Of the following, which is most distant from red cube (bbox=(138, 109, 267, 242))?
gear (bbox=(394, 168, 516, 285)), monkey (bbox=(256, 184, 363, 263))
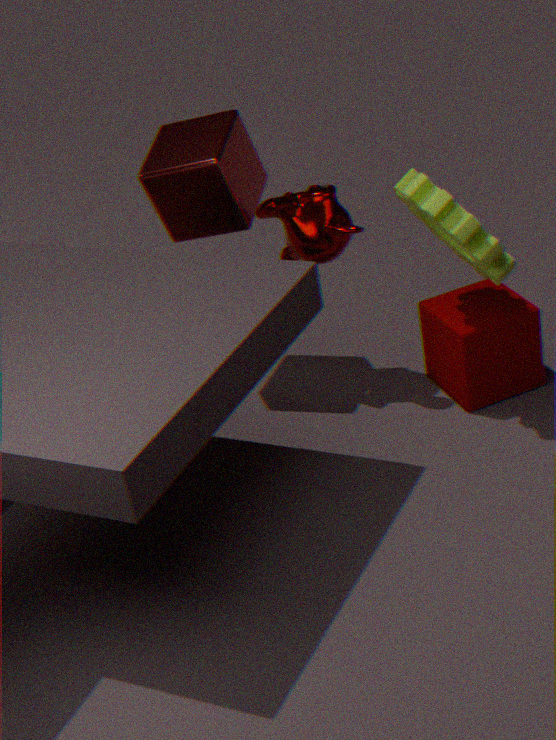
gear (bbox=(394, 168, 516, 285))
